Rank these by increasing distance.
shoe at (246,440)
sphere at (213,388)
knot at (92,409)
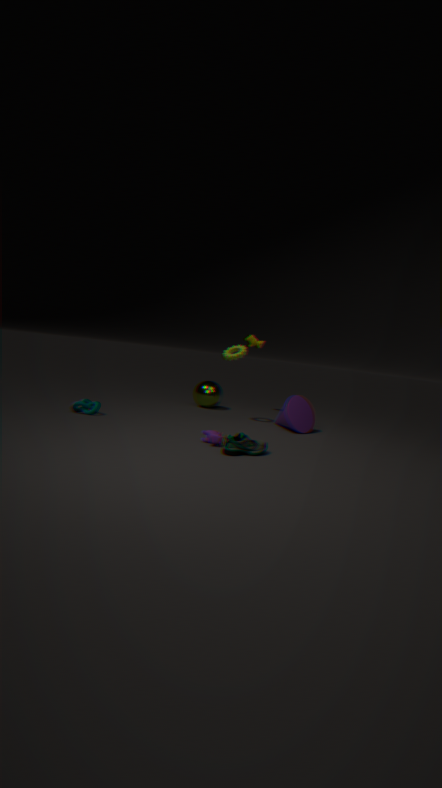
shoe at (246,440) < knot at (92,409) < sphere at (213,388)
